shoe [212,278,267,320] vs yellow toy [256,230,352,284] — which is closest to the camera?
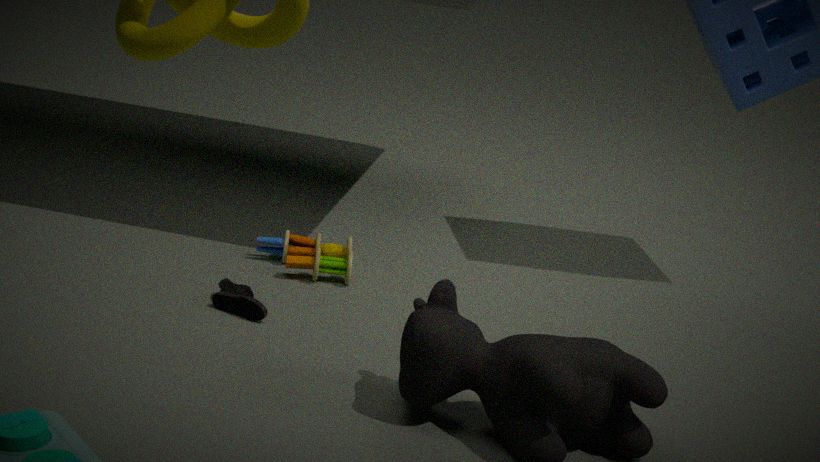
shoe [212,278,267,320]
